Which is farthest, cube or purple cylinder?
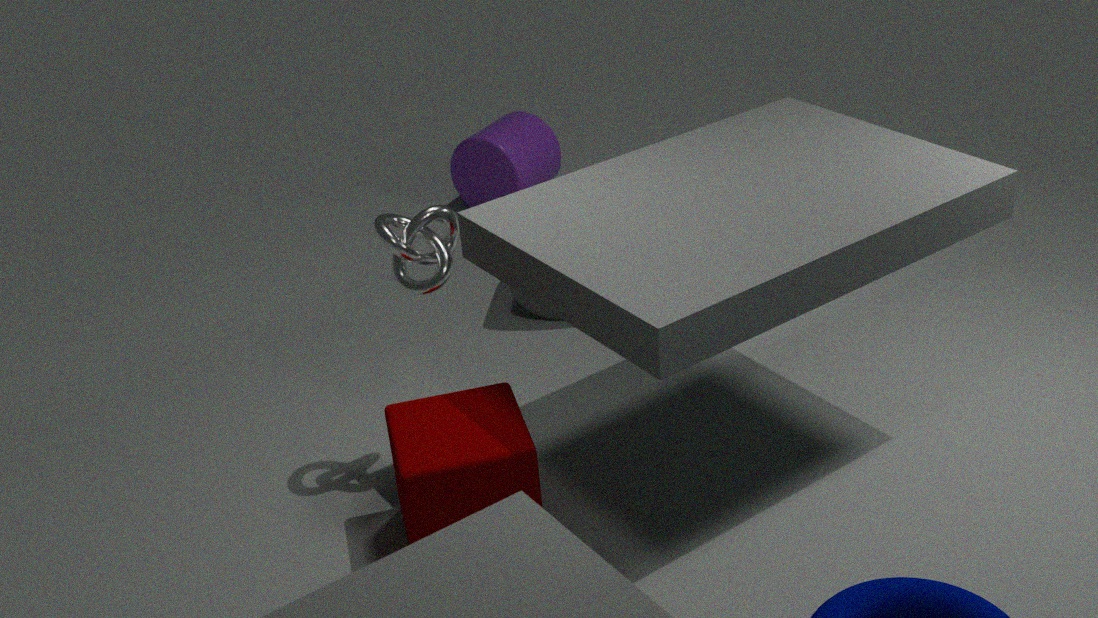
purple cylinder
